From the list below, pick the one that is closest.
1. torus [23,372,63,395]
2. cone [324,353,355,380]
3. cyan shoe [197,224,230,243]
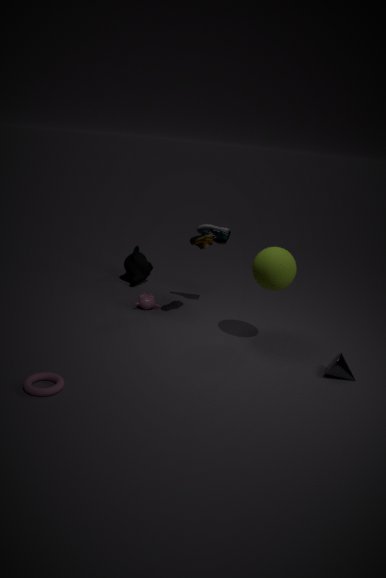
torus [23,372,63,395]
